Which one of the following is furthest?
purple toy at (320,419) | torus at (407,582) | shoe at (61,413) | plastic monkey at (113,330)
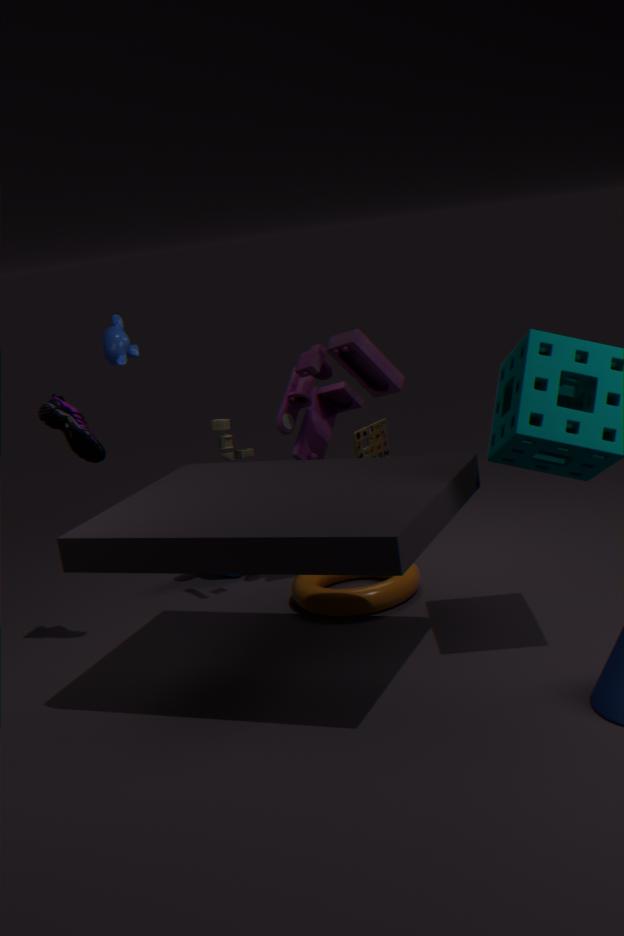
plastic monkey at (113,330)
